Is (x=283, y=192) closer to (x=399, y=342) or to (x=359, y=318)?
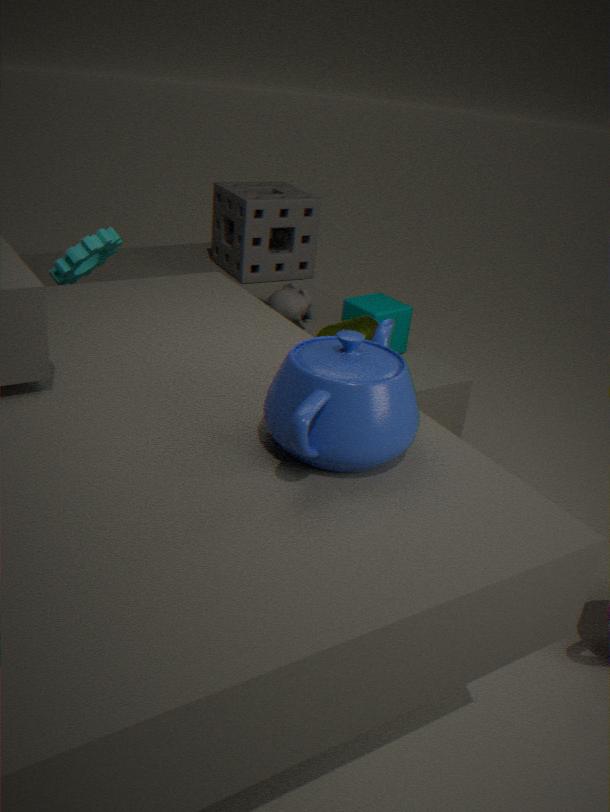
(x=399, y=342)
